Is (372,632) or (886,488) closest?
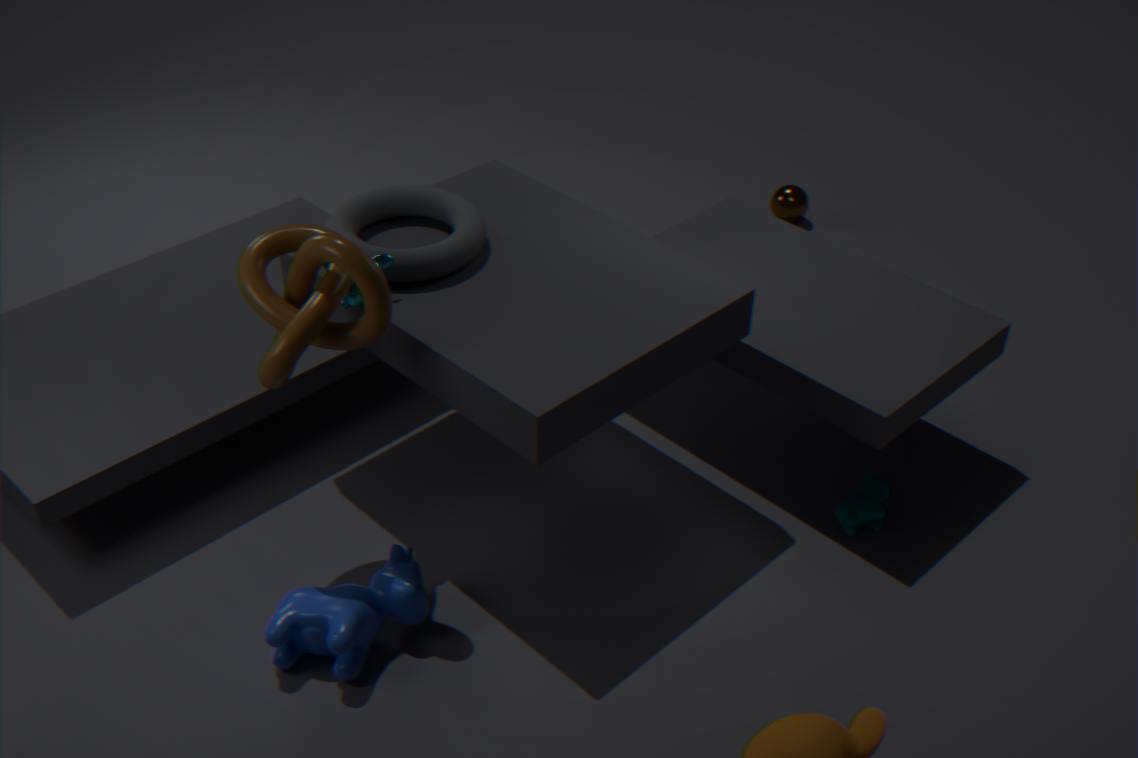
(372,632)
